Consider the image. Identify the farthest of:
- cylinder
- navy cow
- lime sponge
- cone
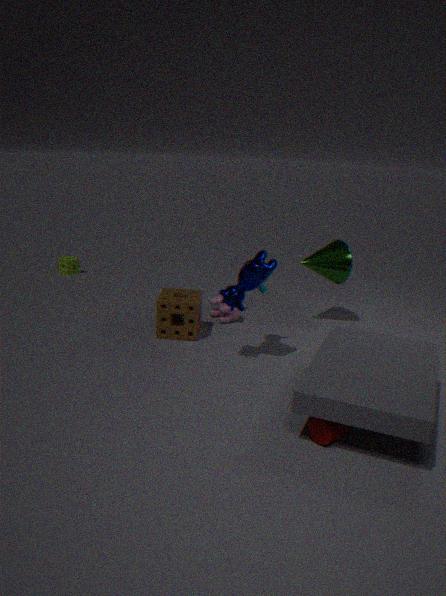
lime sponge
